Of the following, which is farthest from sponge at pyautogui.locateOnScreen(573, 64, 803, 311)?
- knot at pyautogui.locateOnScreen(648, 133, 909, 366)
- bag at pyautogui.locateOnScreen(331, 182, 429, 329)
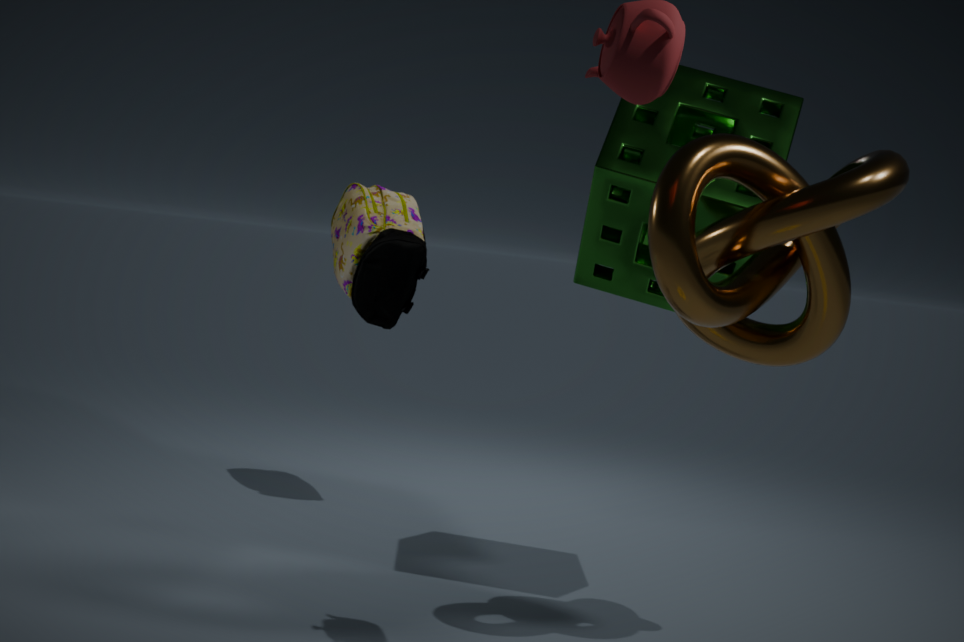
bag at pyautogui.locateOnScreen(331, 182, 429, 329)
